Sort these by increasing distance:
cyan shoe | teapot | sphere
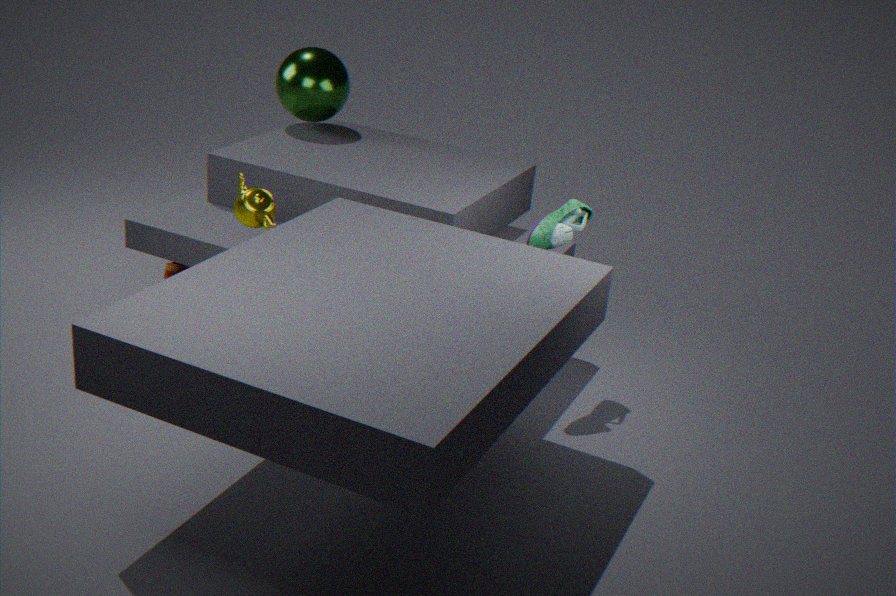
teapot
cyan shoe
sphere
